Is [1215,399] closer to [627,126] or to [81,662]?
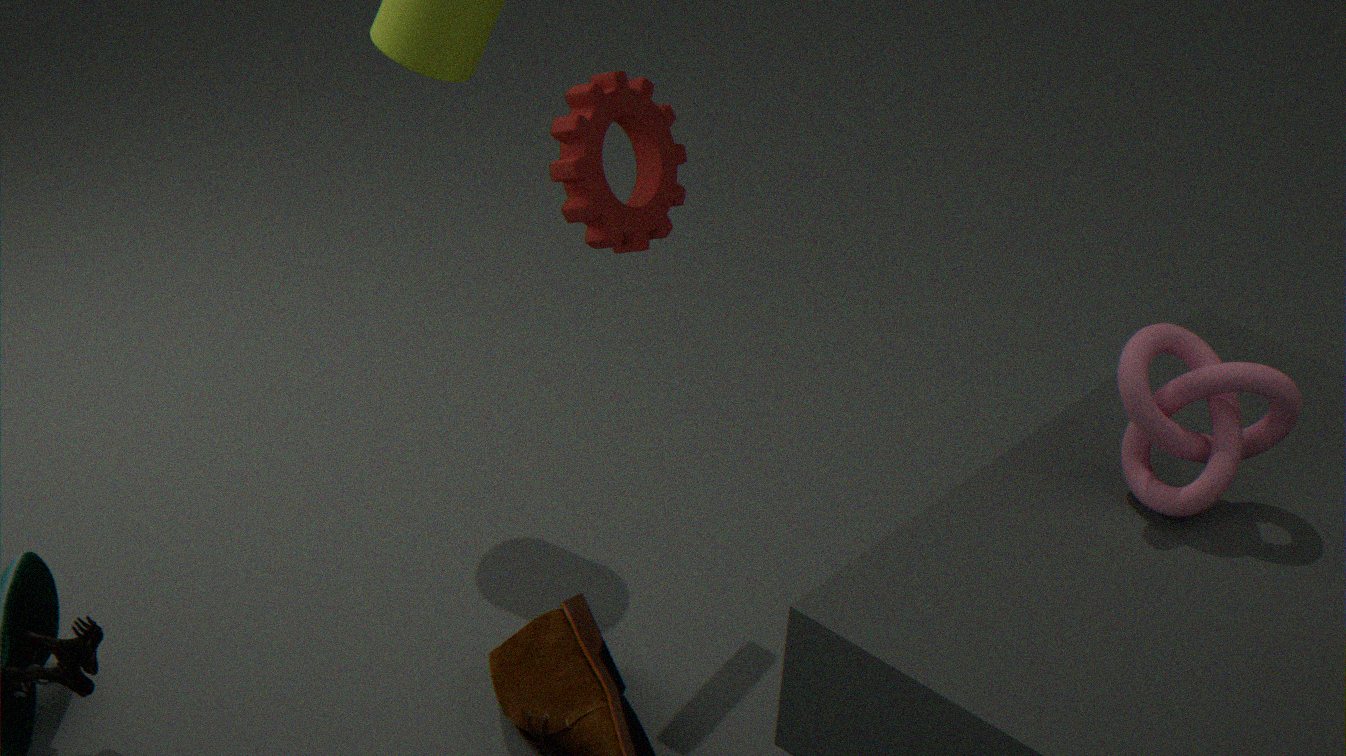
[627,126]
